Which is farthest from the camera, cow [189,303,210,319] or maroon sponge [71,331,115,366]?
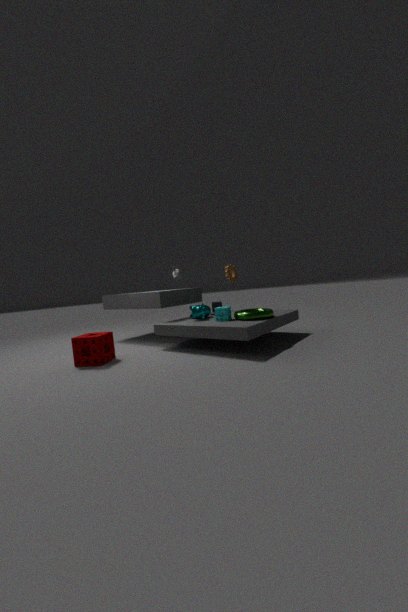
cow [189,303,210,319]
